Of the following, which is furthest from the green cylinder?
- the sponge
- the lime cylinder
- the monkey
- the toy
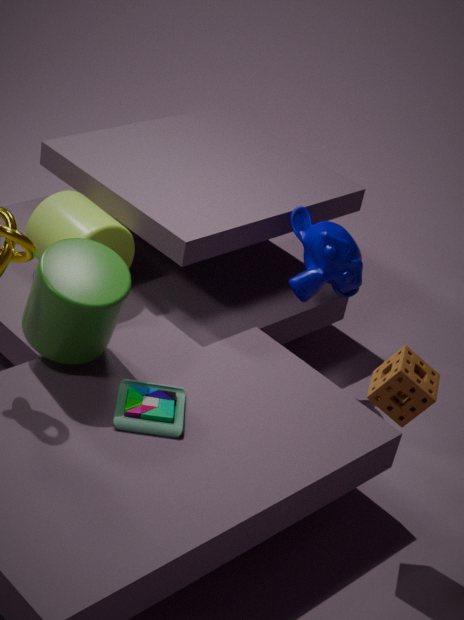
the sponge
